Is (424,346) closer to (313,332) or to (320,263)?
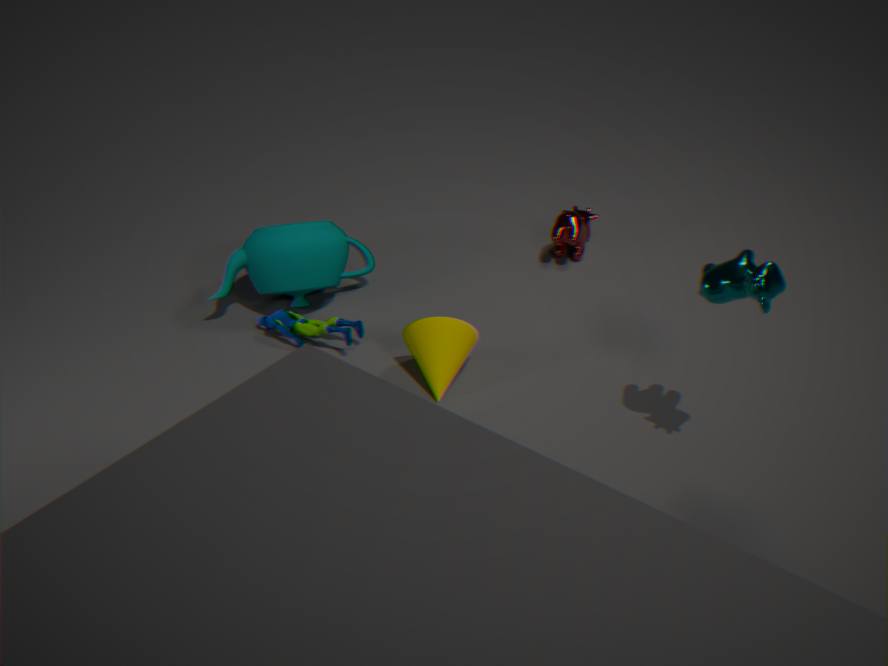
(313,332)
